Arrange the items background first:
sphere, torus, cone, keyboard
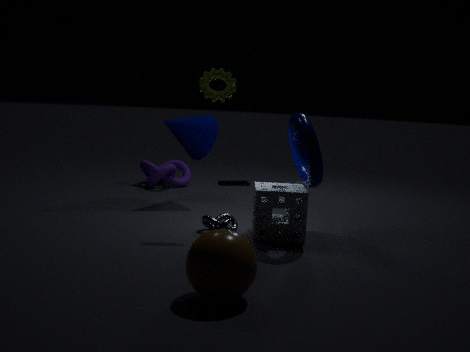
1. keyboard
2. cone
3. torus
4. sphere
